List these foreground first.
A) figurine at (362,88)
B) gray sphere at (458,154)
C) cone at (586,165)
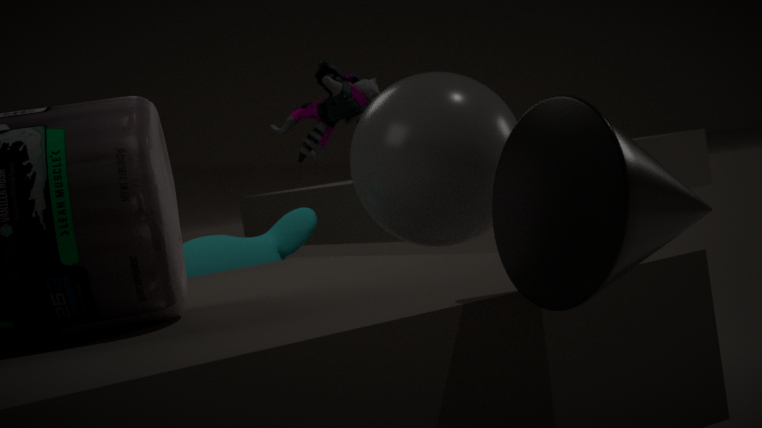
cone at (586,165)
gray sphere at (458,154)
figurine at (362,88)
